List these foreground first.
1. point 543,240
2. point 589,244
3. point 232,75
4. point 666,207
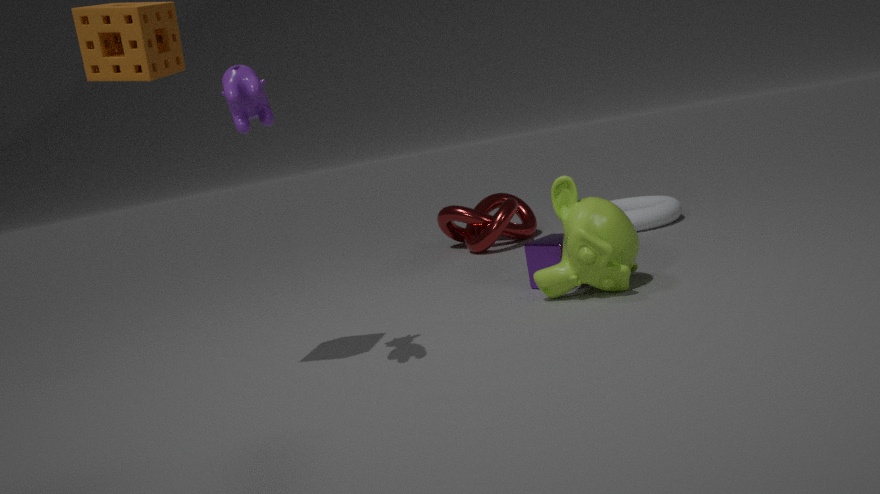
point 232,75, point 589,244, point 543,240, point 666,207
